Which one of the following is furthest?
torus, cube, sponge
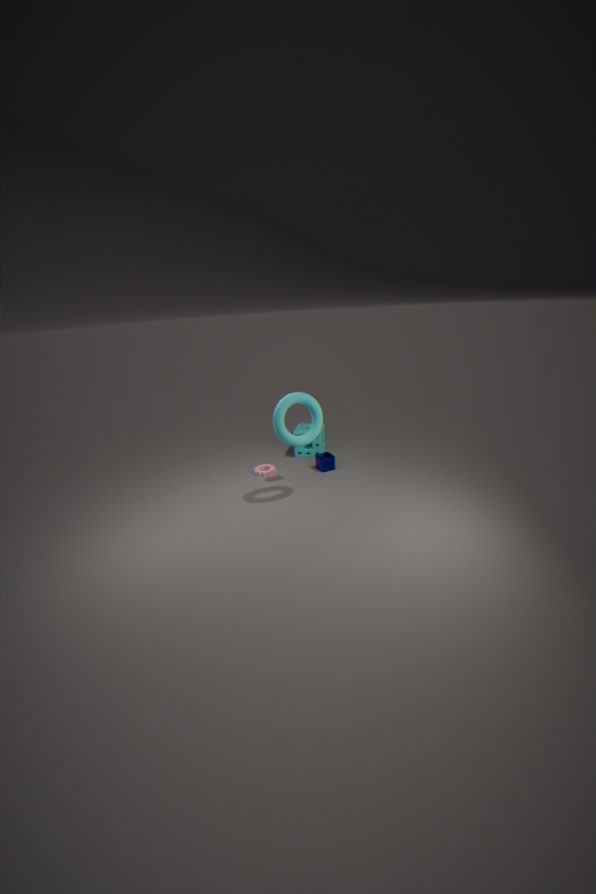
sponge
